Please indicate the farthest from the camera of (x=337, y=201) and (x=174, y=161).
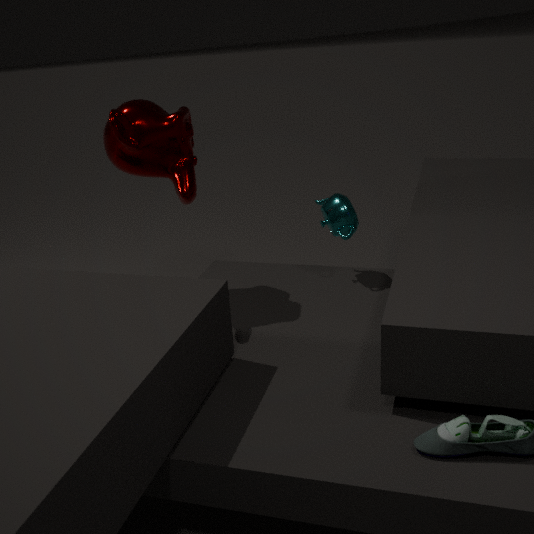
(x=337, y=201)
